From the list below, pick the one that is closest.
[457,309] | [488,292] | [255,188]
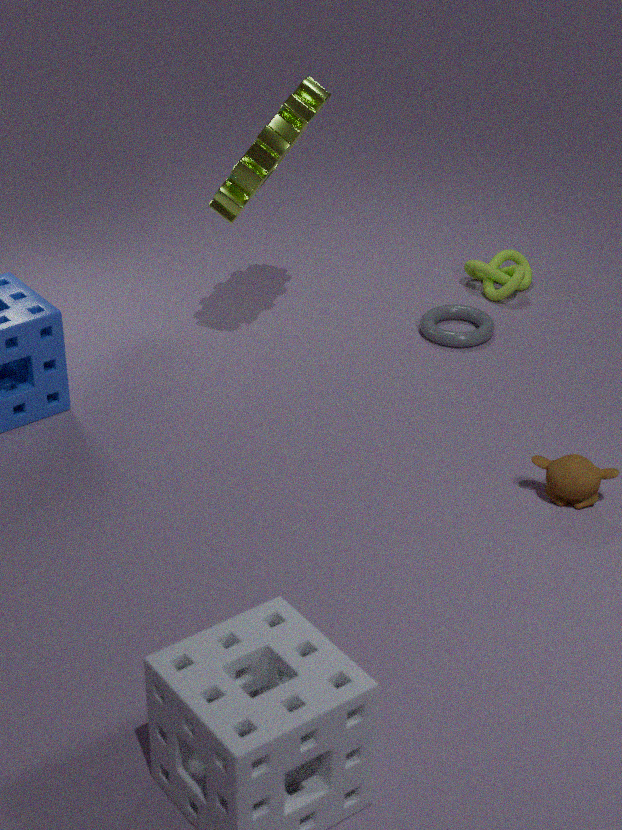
[255,188]
